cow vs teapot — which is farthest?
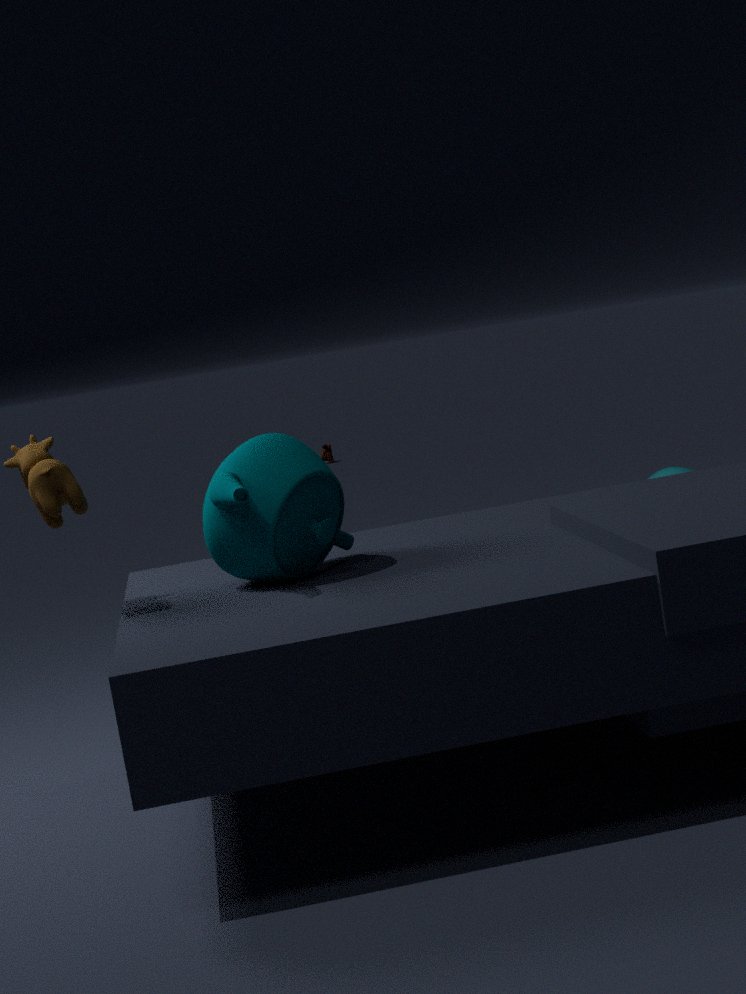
teapot
